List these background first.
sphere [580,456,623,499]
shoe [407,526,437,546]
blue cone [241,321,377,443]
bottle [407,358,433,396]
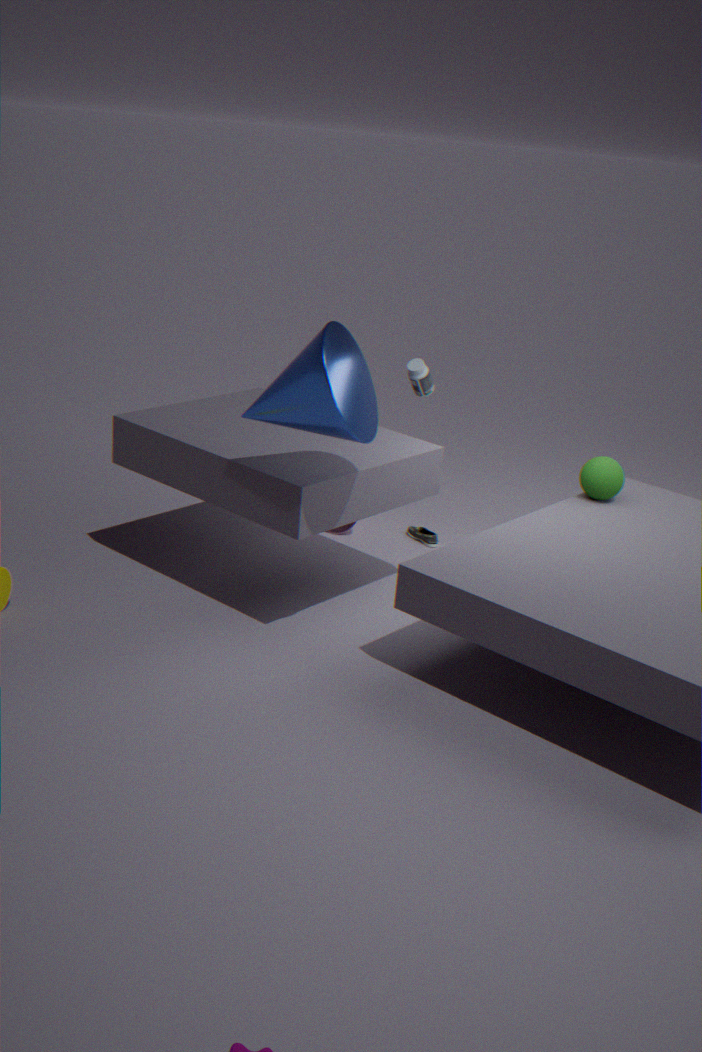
bottle [407,358,433,396] → shoe [407,526,437,546] → sphere [580,456,623,499] → blue cone [241,321,377,443]
